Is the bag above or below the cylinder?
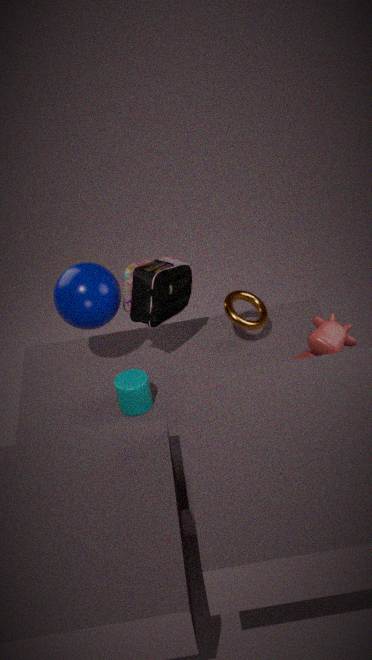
above
